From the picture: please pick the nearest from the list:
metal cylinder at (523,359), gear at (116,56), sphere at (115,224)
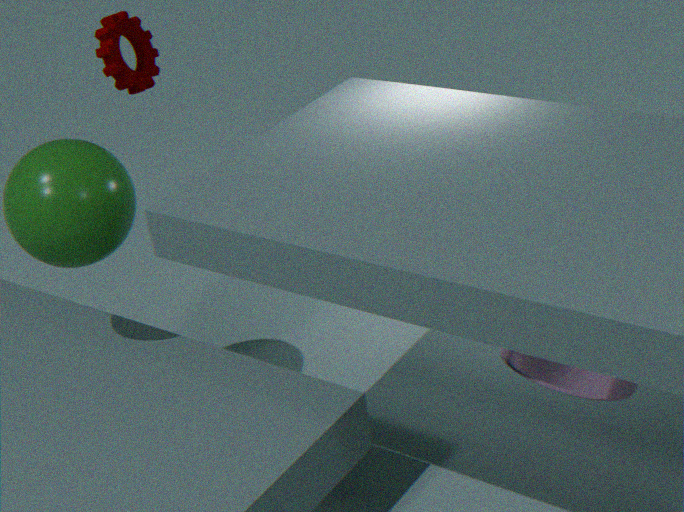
metal cylinder at (523,359)
